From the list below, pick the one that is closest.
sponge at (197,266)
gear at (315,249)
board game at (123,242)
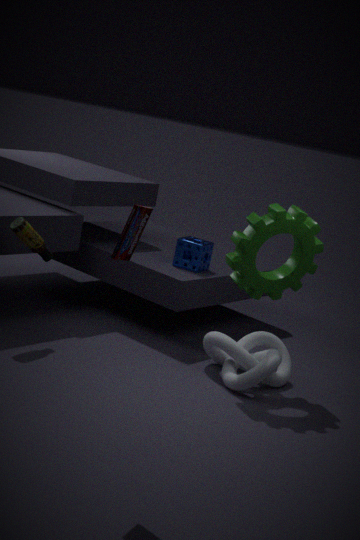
board game at (123,242)
